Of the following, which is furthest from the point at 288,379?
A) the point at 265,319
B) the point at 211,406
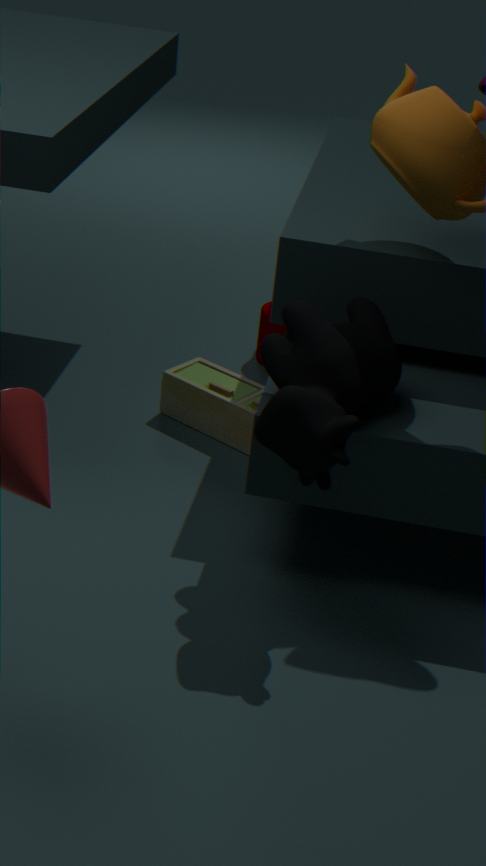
the point at 265,319
